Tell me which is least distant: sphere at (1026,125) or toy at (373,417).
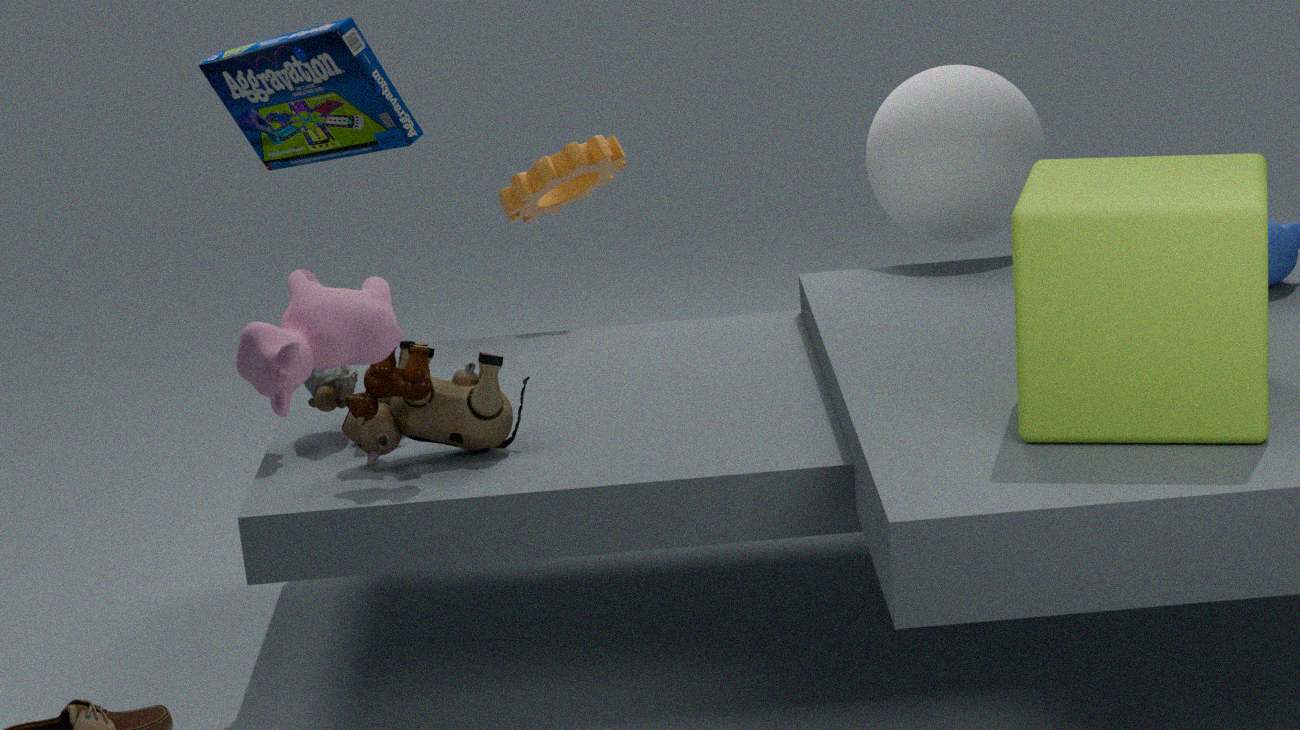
toy at (373,417)
